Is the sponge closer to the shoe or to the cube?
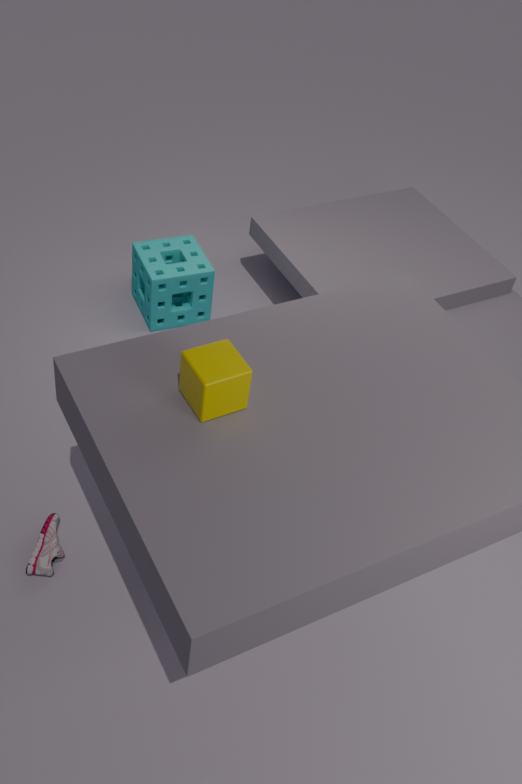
the shoe
